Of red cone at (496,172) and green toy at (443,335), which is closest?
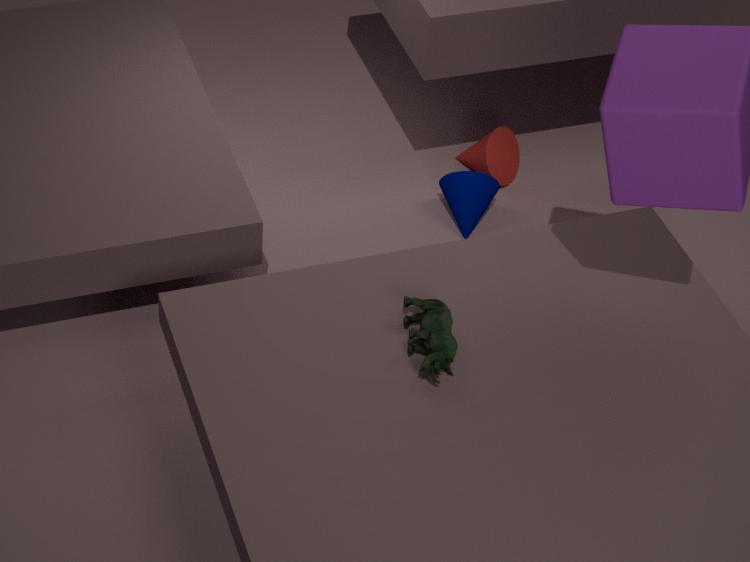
green toy at (443,335)
